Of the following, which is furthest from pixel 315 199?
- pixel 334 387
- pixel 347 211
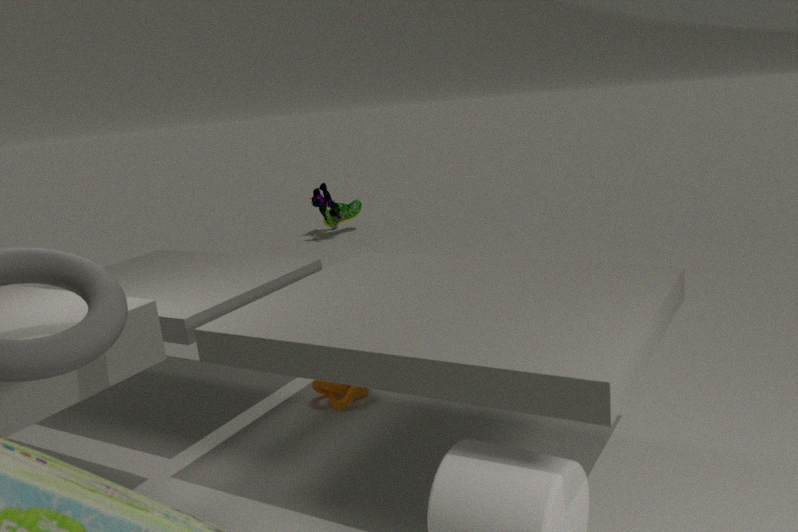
pixel 334 387
